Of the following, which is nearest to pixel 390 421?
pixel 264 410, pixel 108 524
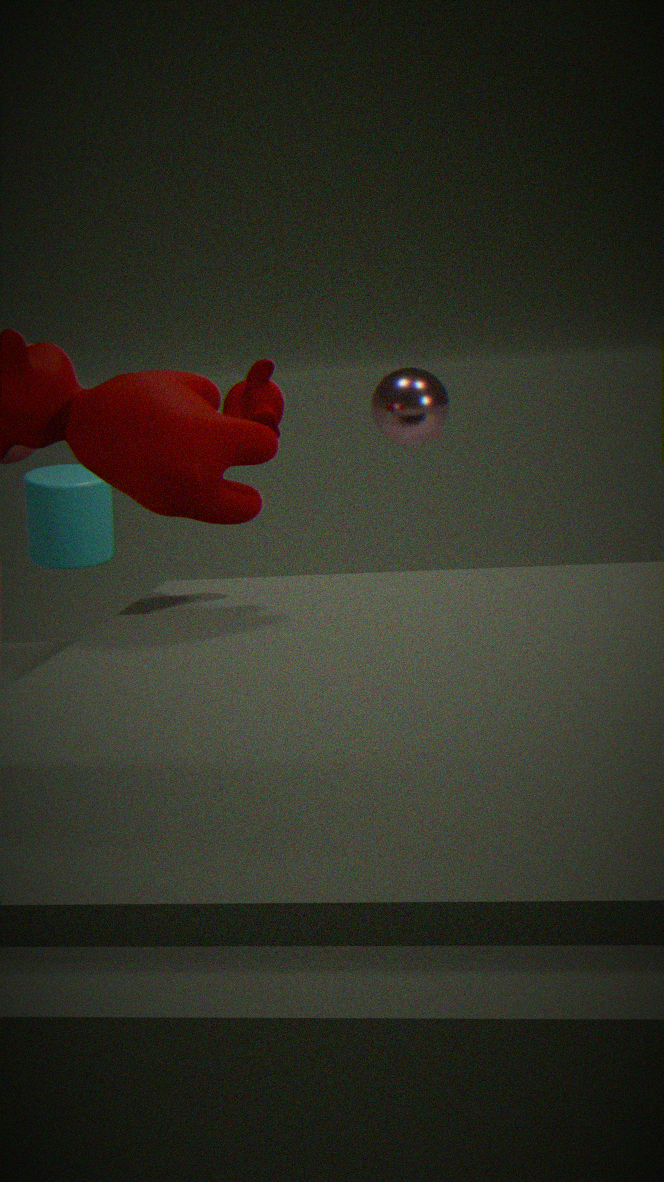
pixel 264 410
